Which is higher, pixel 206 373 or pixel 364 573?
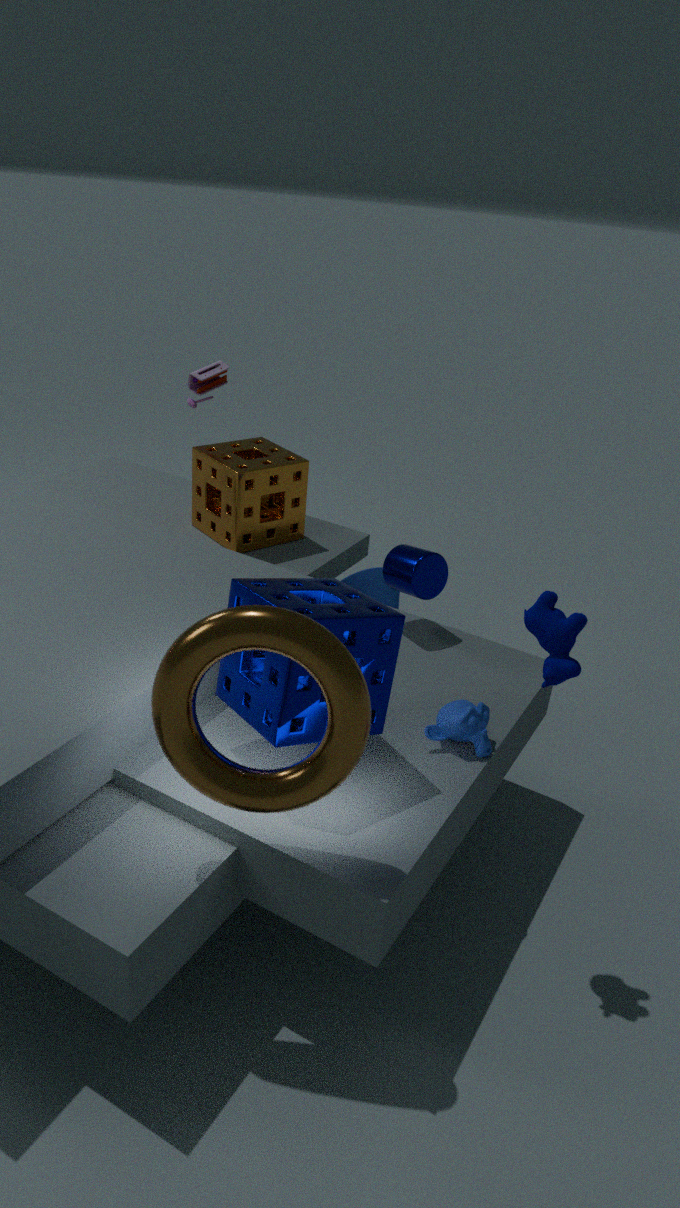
pixel 206 373
